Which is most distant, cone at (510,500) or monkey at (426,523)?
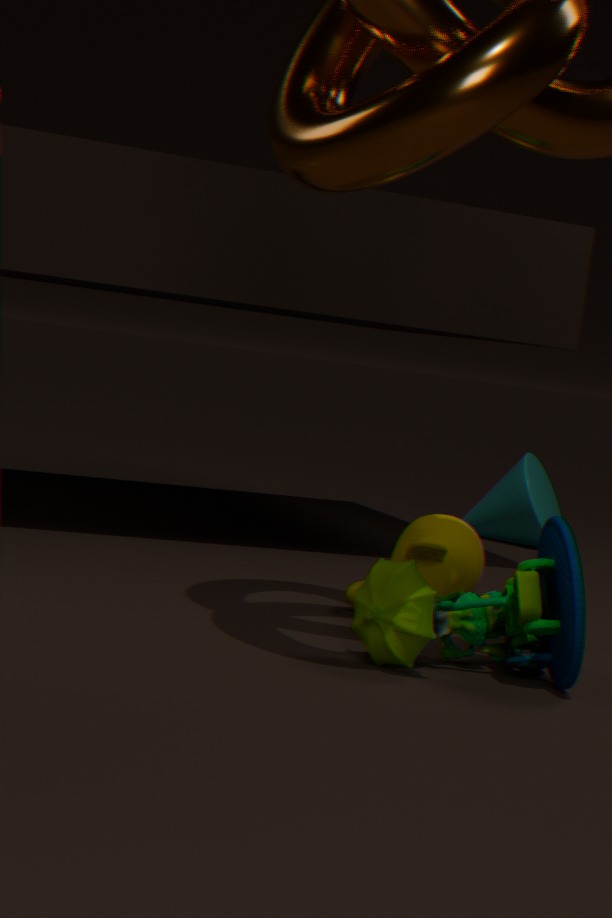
cone at (510,500)
